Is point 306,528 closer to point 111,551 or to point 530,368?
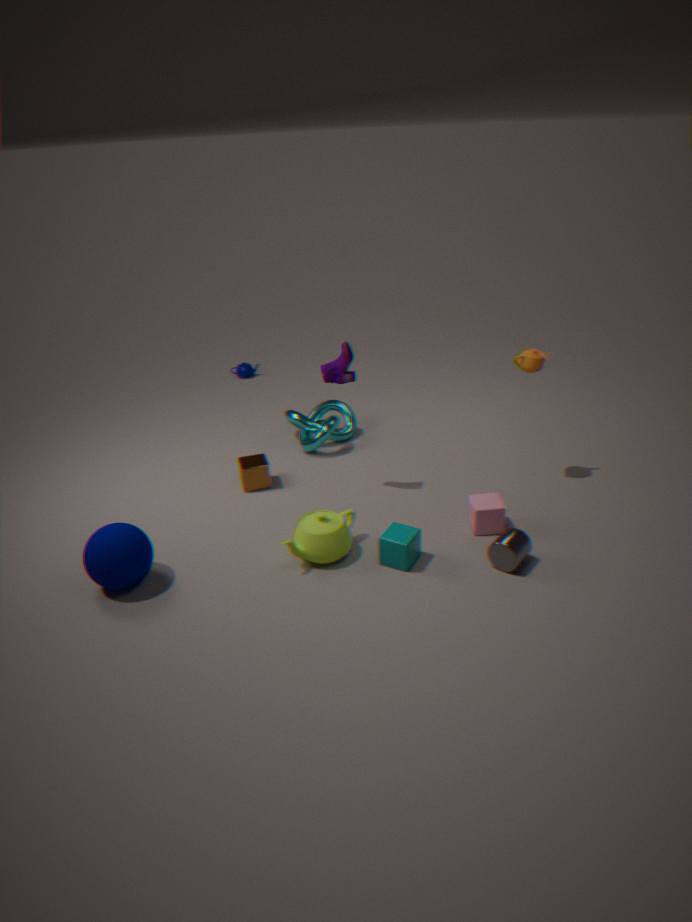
point 111,551
